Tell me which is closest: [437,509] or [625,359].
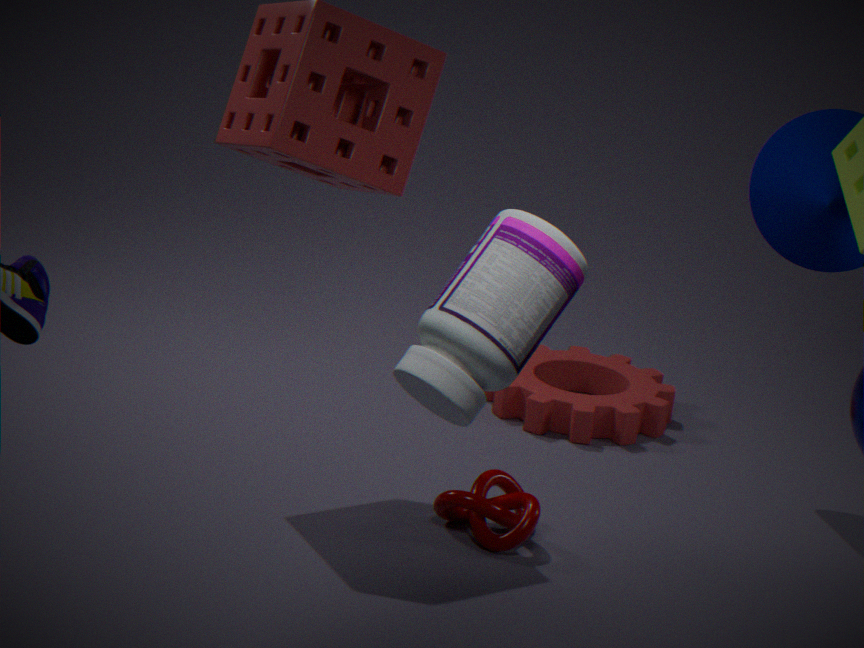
[437,509]
